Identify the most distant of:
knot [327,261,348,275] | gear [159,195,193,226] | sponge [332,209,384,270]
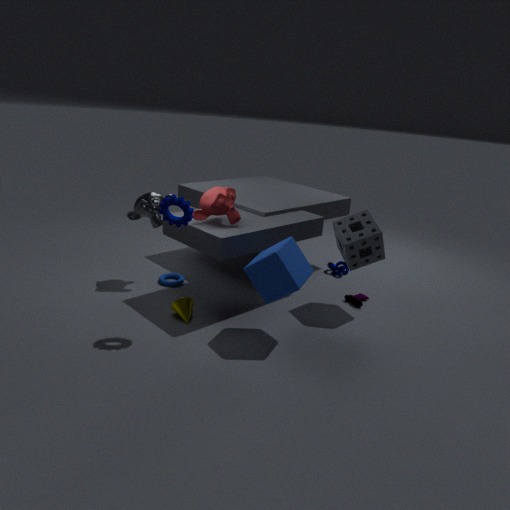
knot [327,261,348,275]
